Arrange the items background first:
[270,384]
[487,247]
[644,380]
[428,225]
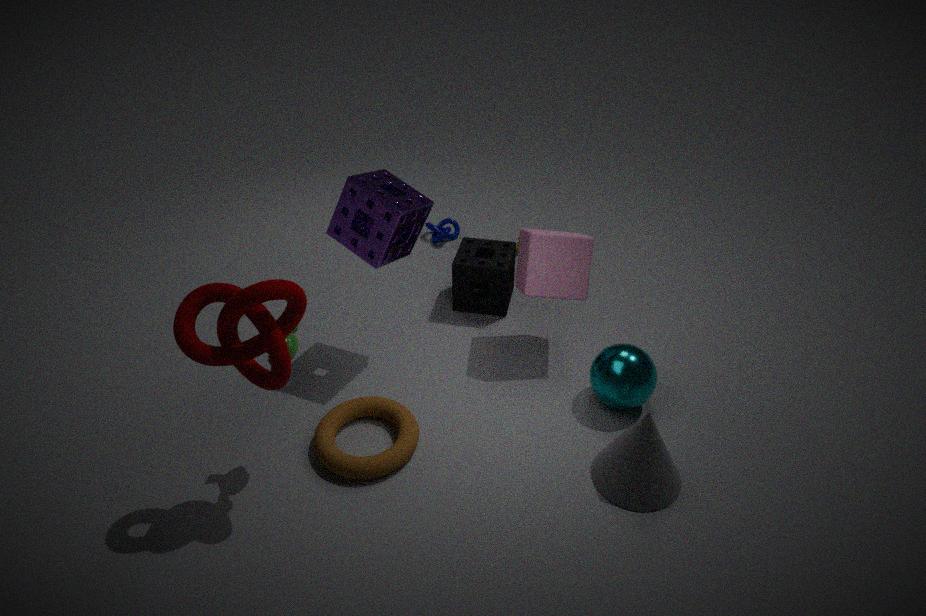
1. [428,225]
2. [487,247]
3. [644,380]
4. [270,384]
